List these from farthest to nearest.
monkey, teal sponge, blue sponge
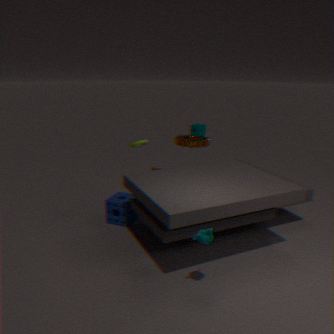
teal sponge < blue sponge < monkey
